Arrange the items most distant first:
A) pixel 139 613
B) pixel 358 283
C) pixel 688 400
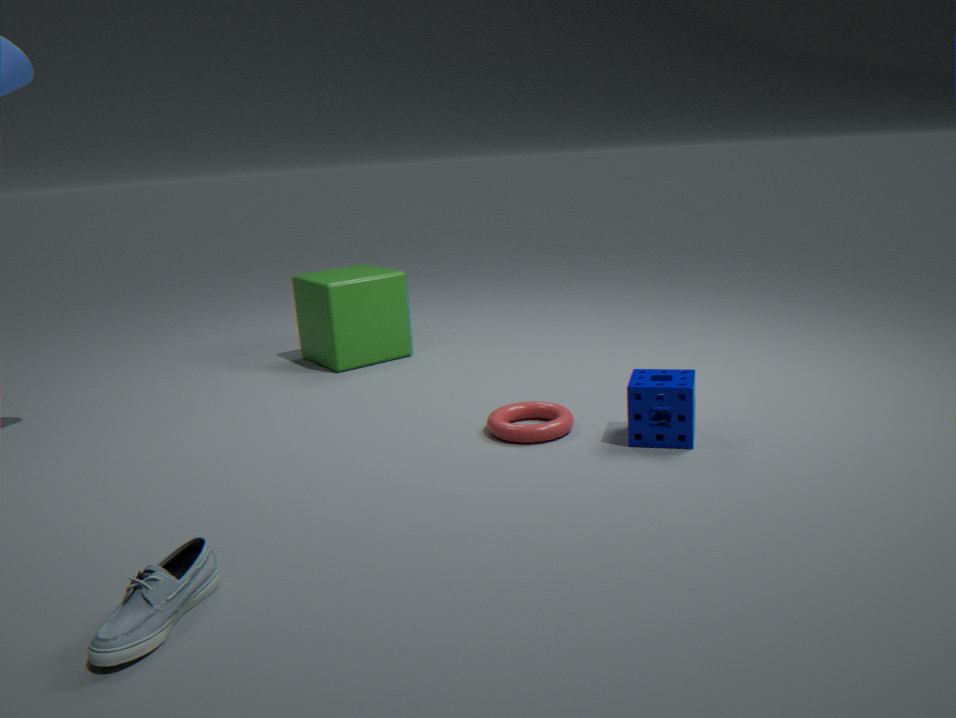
pixel 358 283 → pixel 688 400 → pixel 139 613
